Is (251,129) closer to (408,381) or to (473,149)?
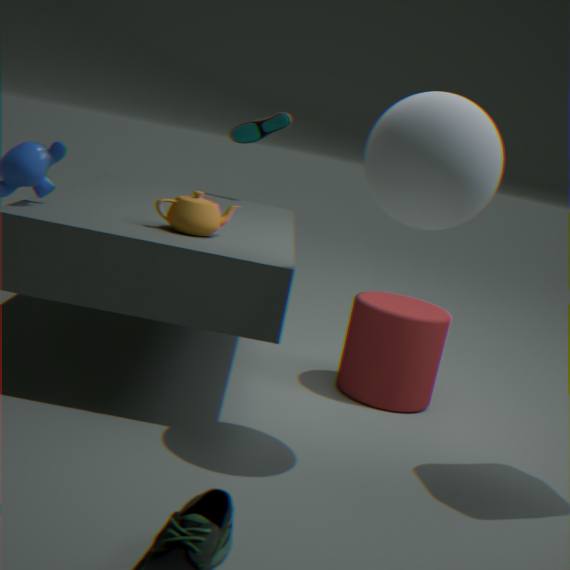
(408,381)
